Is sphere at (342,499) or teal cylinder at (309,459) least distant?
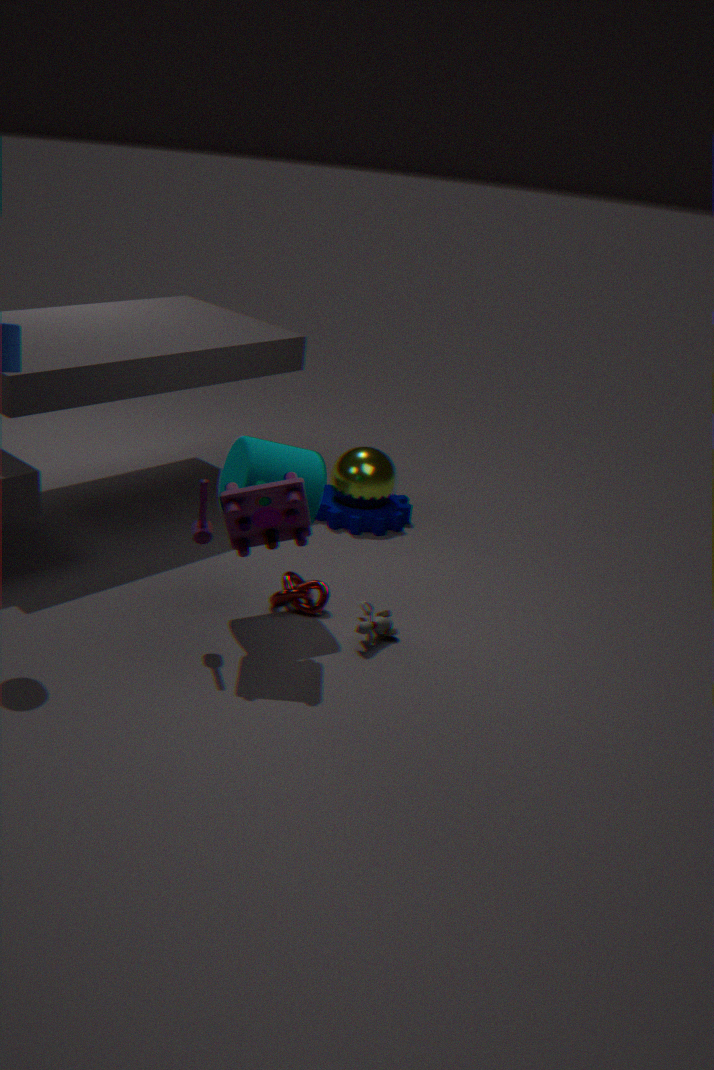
teal cylinder at (309,459)
